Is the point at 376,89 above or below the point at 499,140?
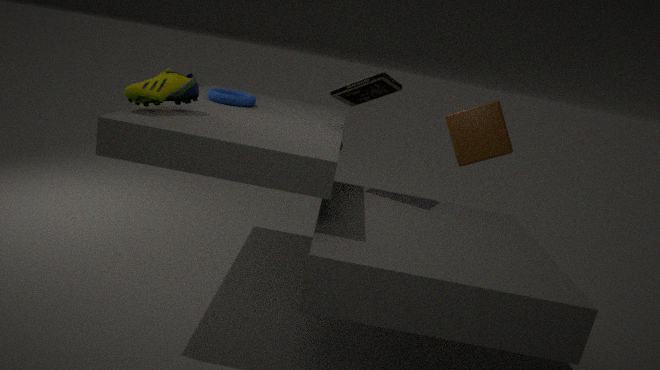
above
